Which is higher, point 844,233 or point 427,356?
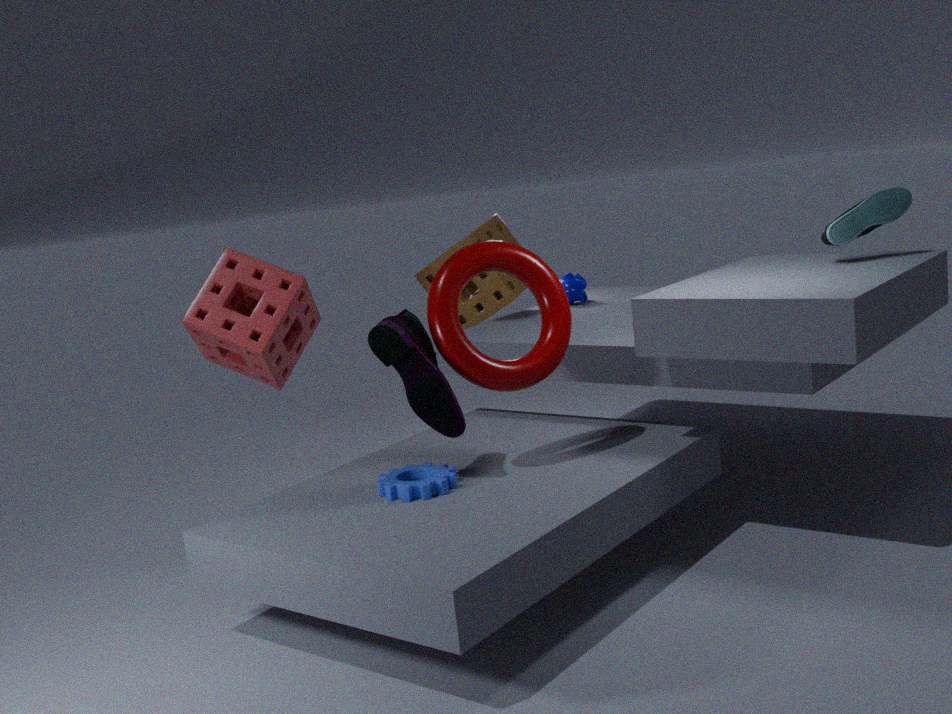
point 844,233
